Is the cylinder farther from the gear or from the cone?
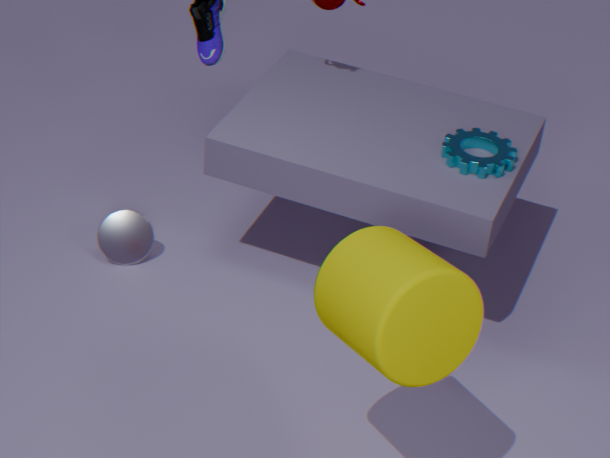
the cone
